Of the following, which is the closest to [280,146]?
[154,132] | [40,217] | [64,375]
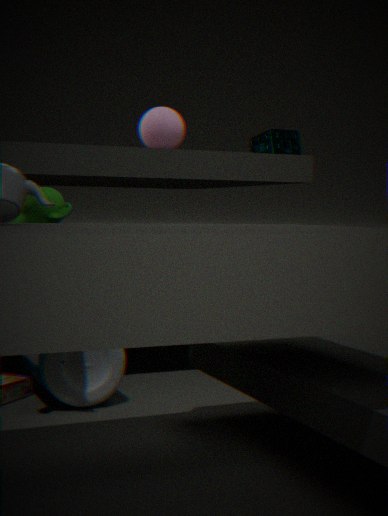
[154,132]
